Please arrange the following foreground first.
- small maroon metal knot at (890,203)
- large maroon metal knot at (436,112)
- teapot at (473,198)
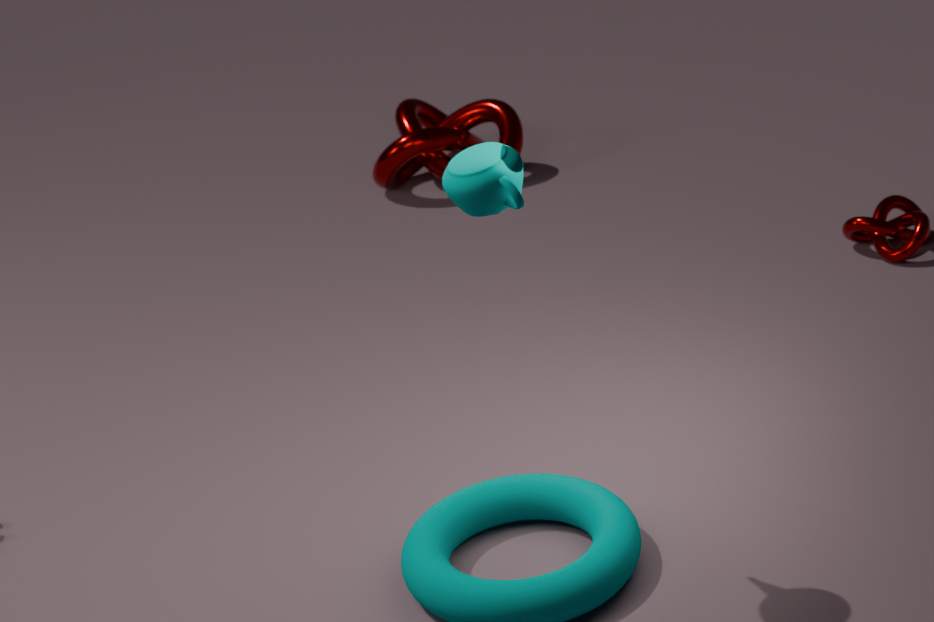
teapot at (473,198), small maroon metal knot at (890,203), large maroon metal knot at (436,112)
